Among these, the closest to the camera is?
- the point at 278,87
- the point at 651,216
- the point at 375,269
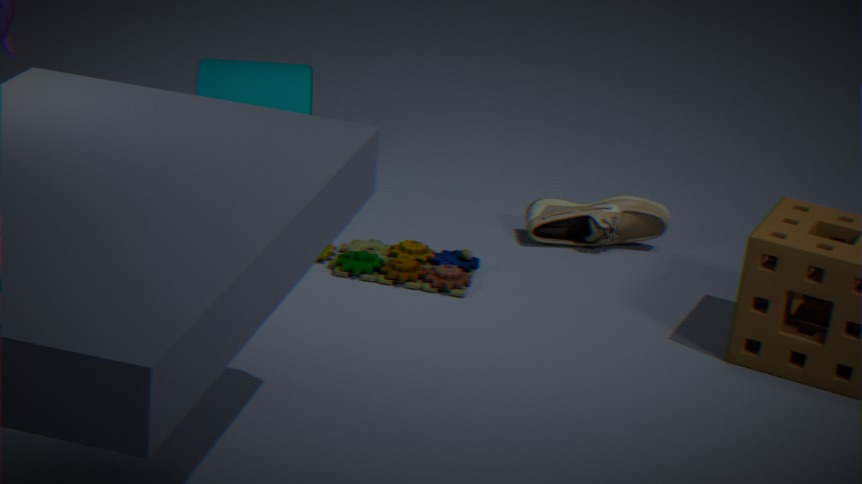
the point at 375,269
